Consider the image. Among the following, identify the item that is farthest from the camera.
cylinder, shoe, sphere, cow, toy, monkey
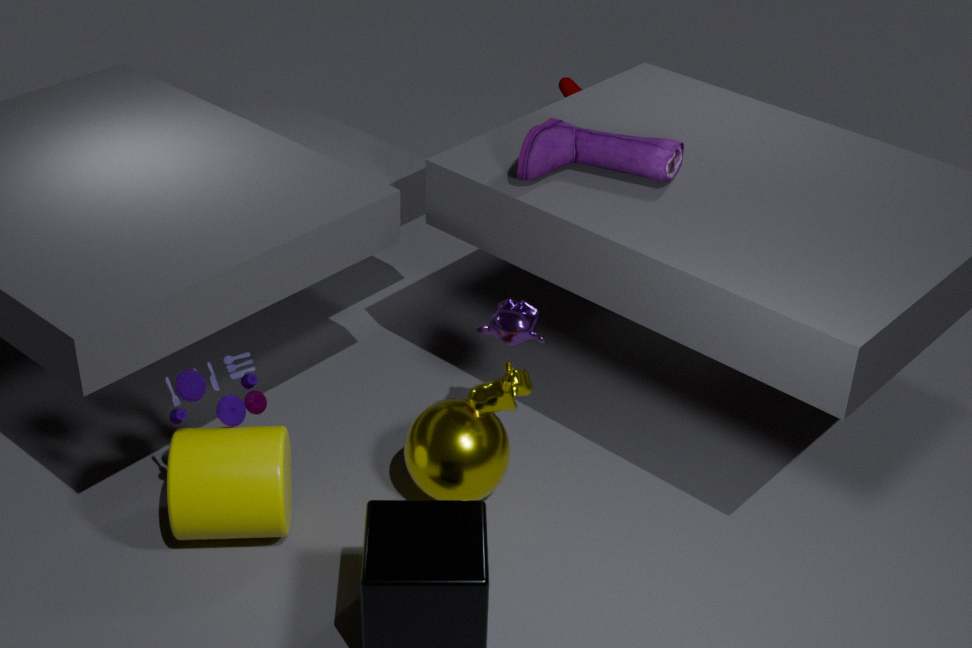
shoe
